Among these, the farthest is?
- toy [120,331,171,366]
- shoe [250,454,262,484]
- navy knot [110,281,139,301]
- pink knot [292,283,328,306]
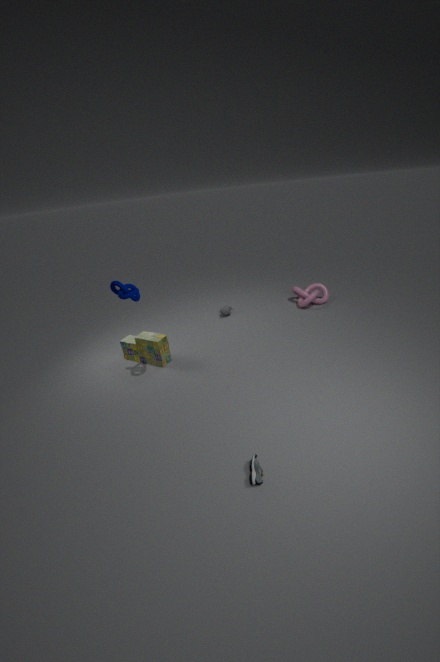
pink knot [292,283,328,306]
